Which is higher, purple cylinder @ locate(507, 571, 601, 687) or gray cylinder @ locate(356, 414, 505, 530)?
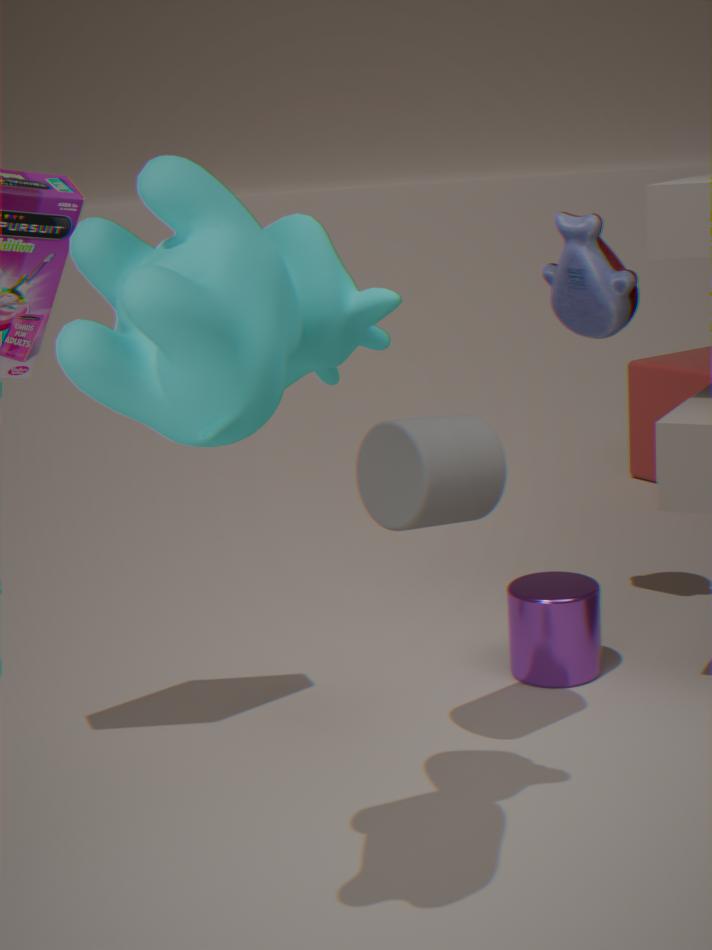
gray cylinder @ locate(356, 414, 505, 530)
